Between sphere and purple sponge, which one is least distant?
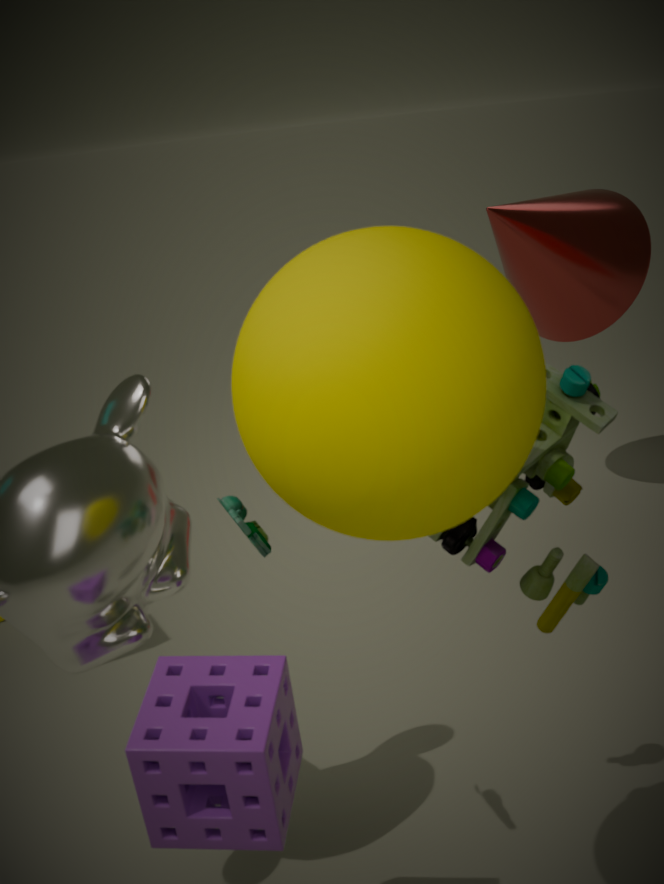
sphere
